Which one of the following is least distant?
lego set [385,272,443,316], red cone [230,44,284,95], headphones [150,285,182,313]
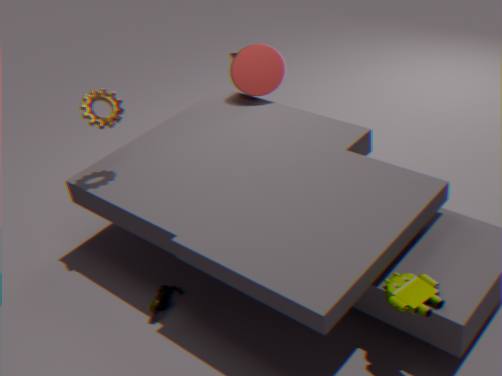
lego set [385,272,443,316]
